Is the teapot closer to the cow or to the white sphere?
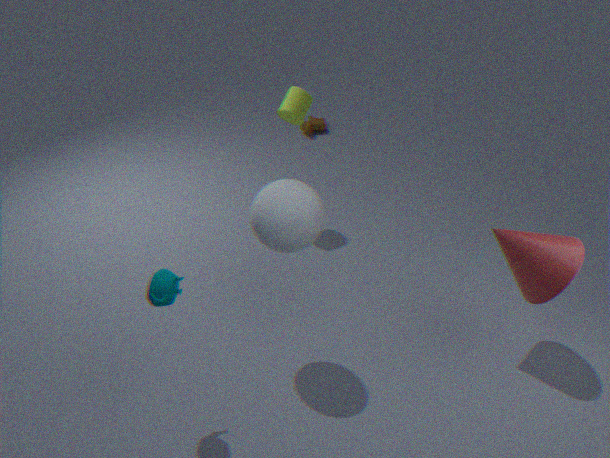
the white sphere
